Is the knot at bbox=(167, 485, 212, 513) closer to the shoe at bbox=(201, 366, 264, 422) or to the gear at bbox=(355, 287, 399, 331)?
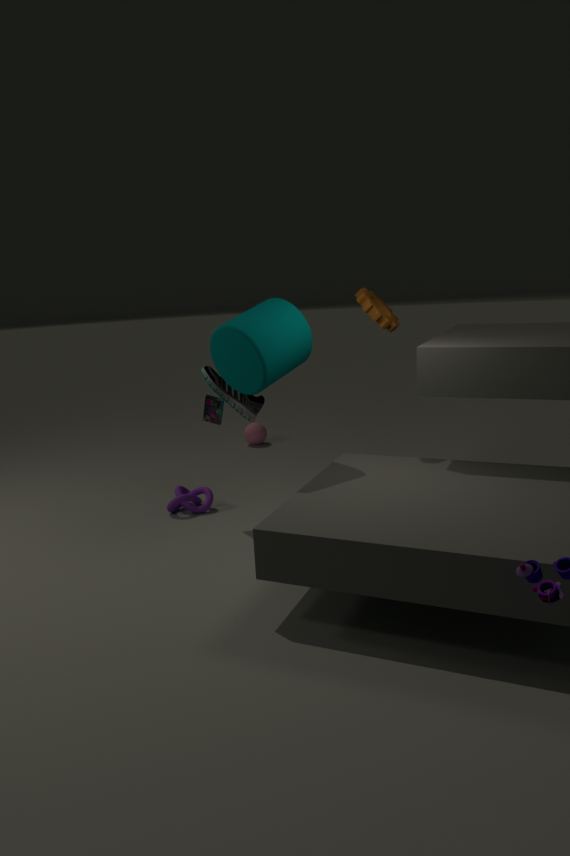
the shoe at bbox=(201, 366, 264, 422)
